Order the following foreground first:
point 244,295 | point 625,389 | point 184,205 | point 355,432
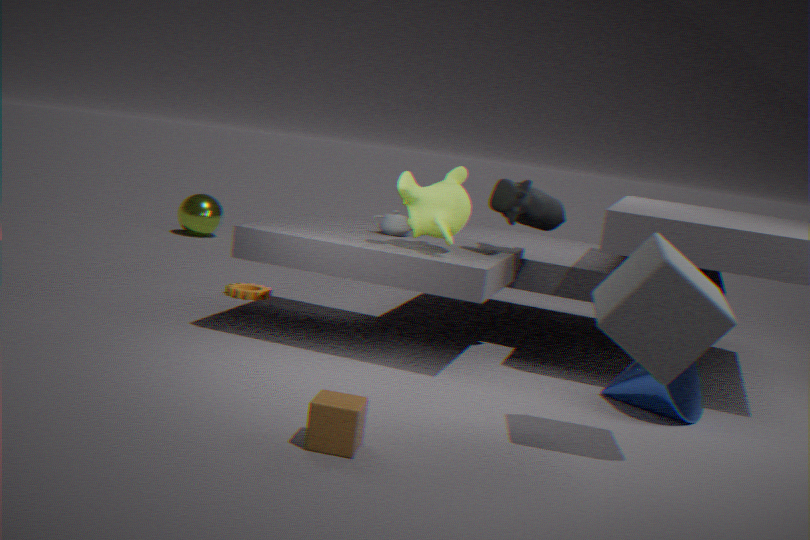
point 355,432 → point 625,389 → point 244,295 → point 184,205
